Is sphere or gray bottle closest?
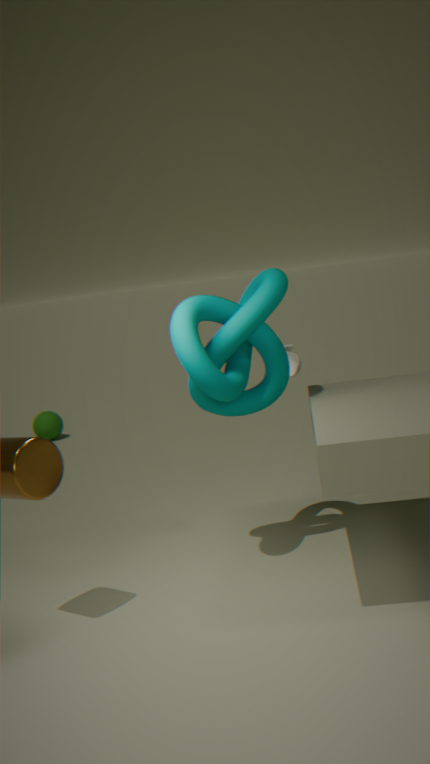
gray bottle
